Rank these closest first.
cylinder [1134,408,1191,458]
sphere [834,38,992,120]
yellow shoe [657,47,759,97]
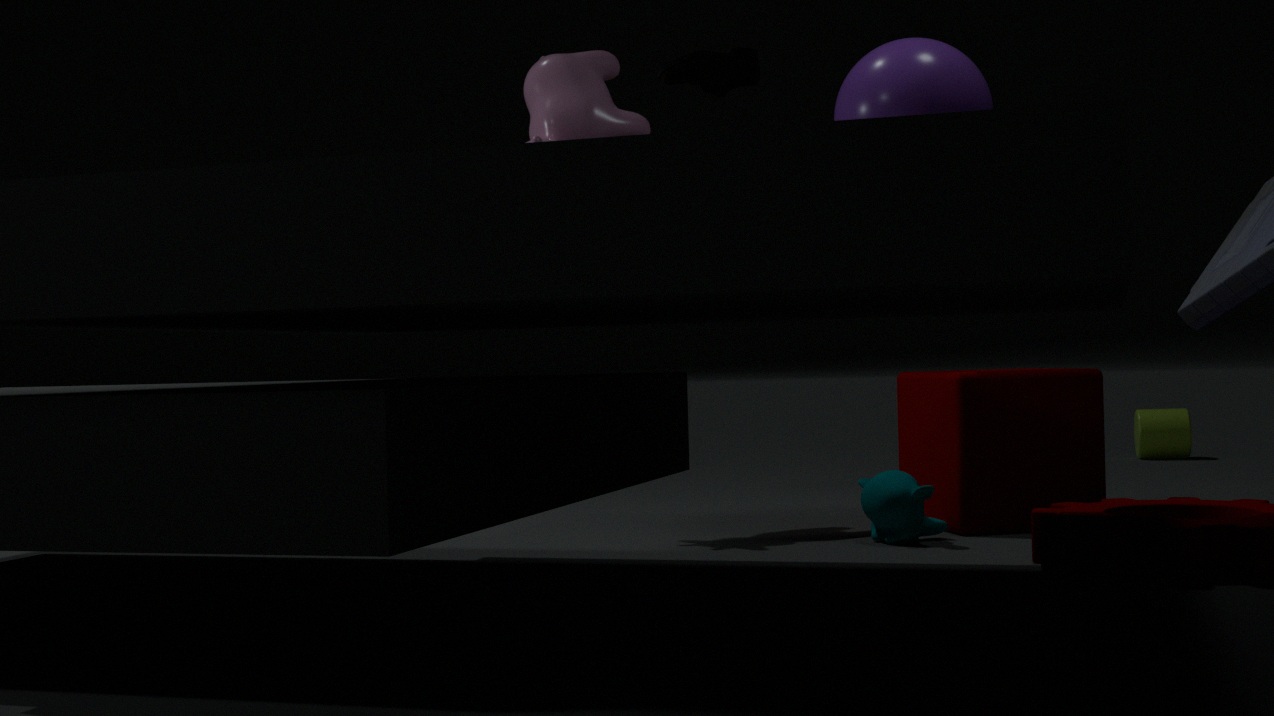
yellow shoe [657,47,759,97], sphere [834,38,992,120], cylinder [1134,408,1191,458]
